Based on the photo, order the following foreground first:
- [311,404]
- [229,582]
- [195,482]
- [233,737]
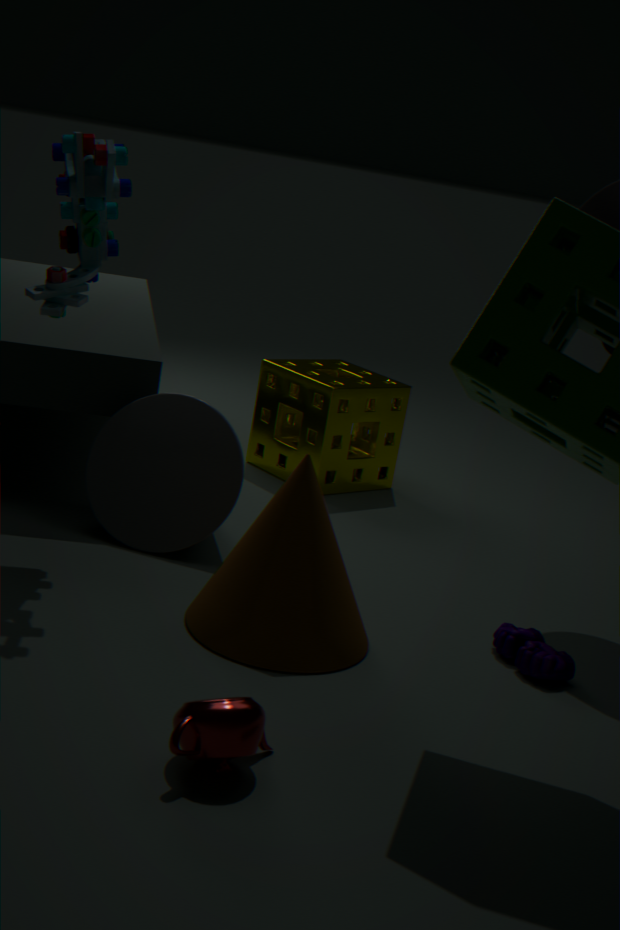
[233,737] < [229,582] < [195,482] < [311,404]
